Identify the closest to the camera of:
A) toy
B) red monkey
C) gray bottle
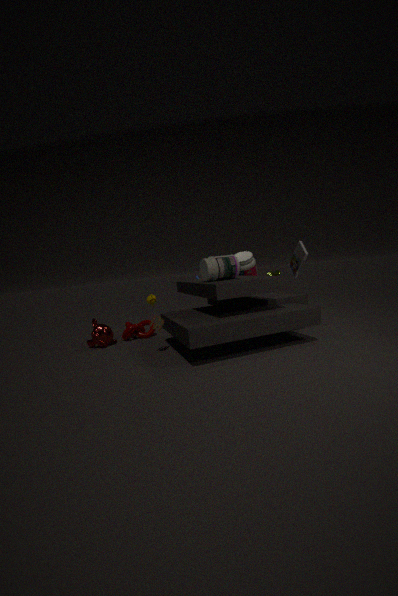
toy
